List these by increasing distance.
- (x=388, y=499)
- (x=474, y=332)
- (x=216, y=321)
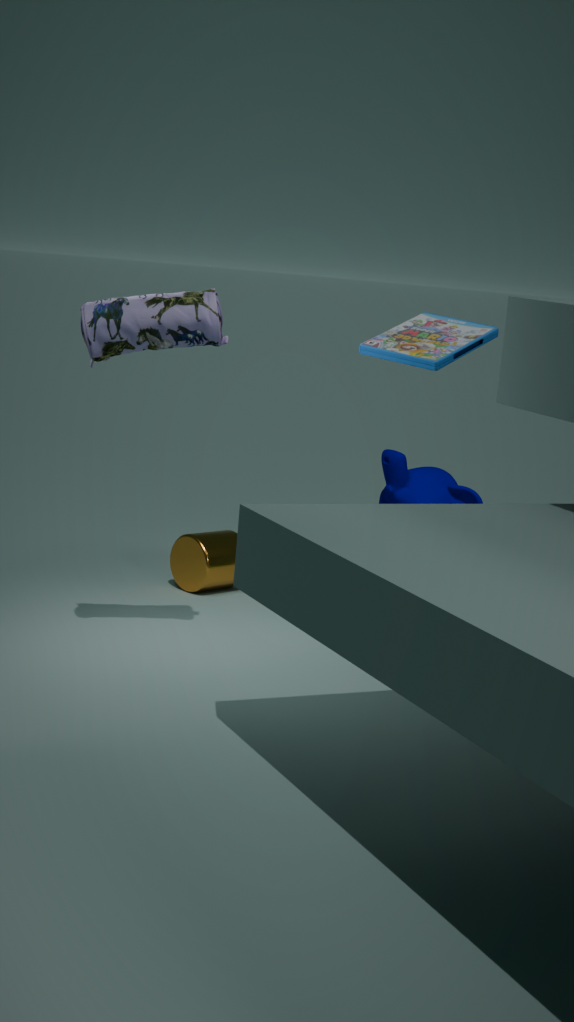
1. (x=216, y=321)
2. (x=474, y=332)
3. (x=388, y=499)
